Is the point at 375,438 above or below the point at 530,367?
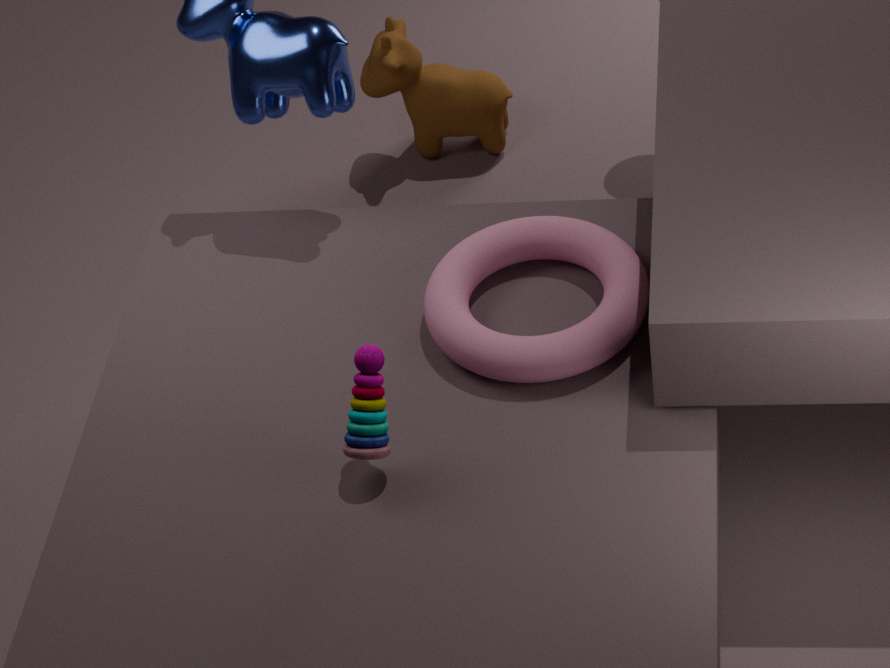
above
